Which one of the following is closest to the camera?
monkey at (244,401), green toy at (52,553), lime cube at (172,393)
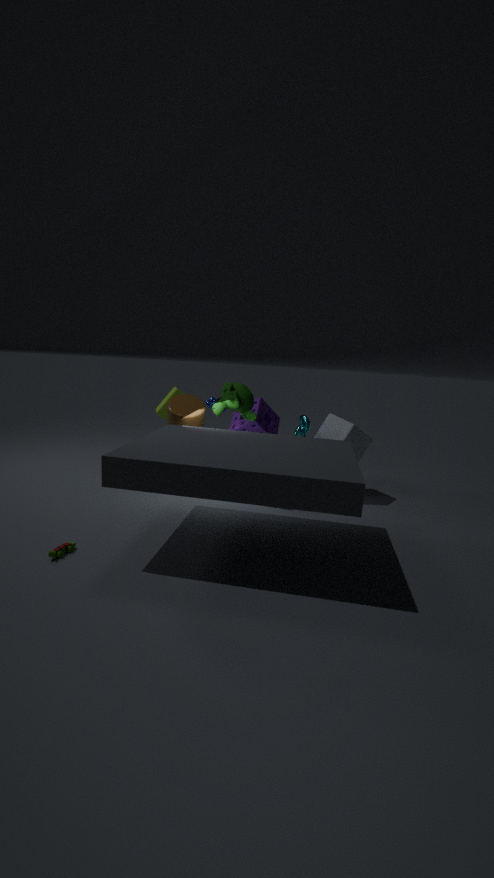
green toy at (52,553)
